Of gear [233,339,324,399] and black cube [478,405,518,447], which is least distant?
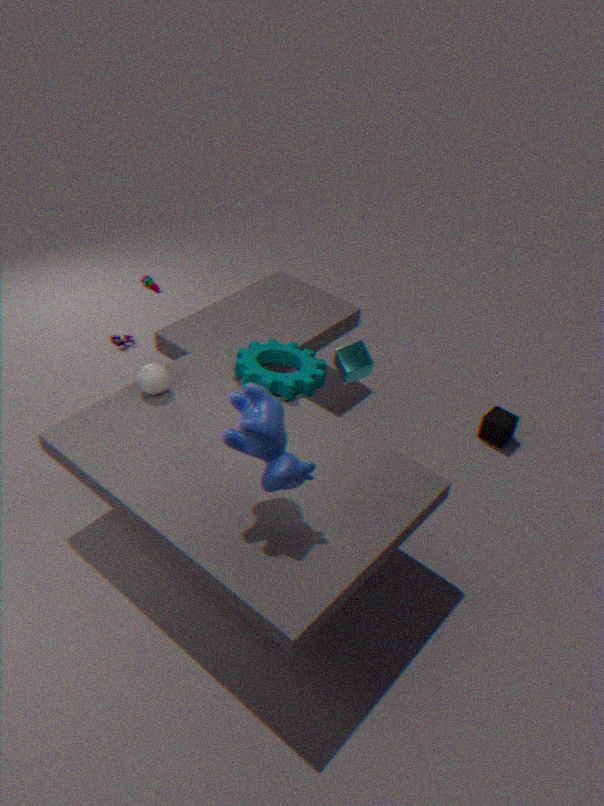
gear [233,339,324,399]
